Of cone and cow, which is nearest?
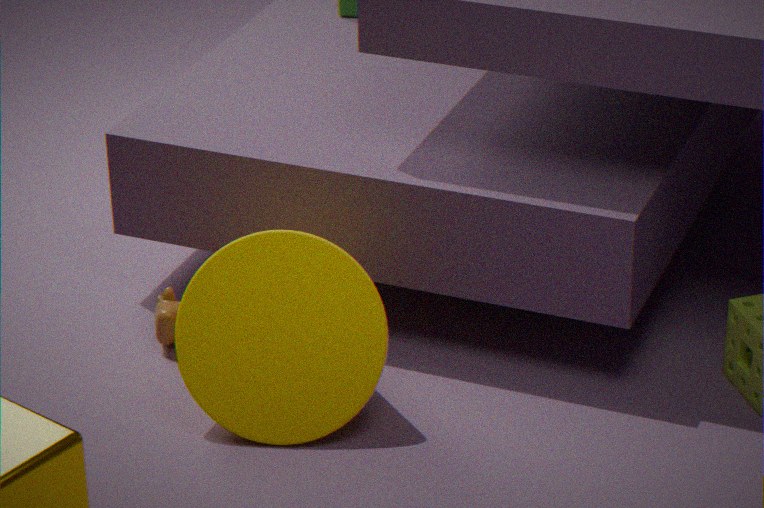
cone
